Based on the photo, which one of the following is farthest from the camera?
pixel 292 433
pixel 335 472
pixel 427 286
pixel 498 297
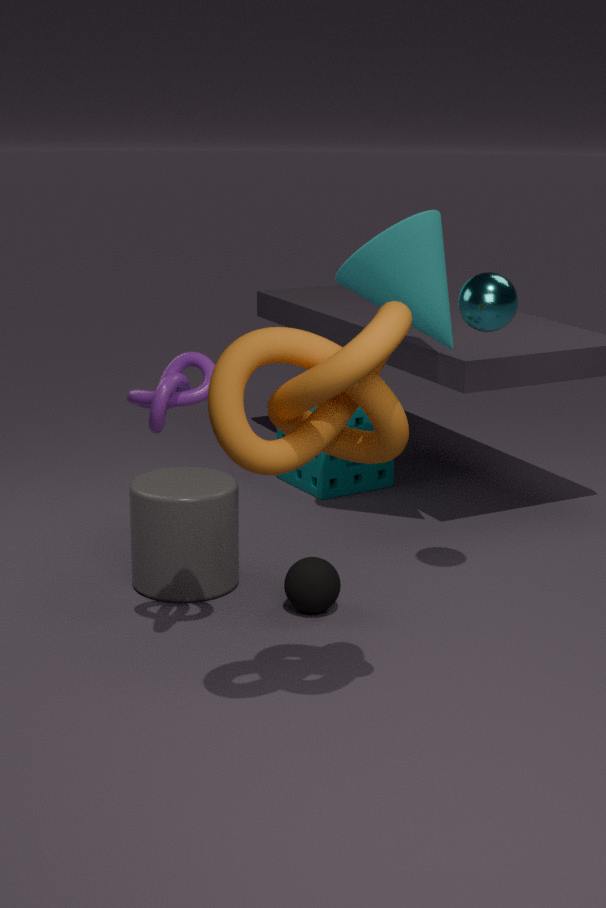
pixel 335 472
